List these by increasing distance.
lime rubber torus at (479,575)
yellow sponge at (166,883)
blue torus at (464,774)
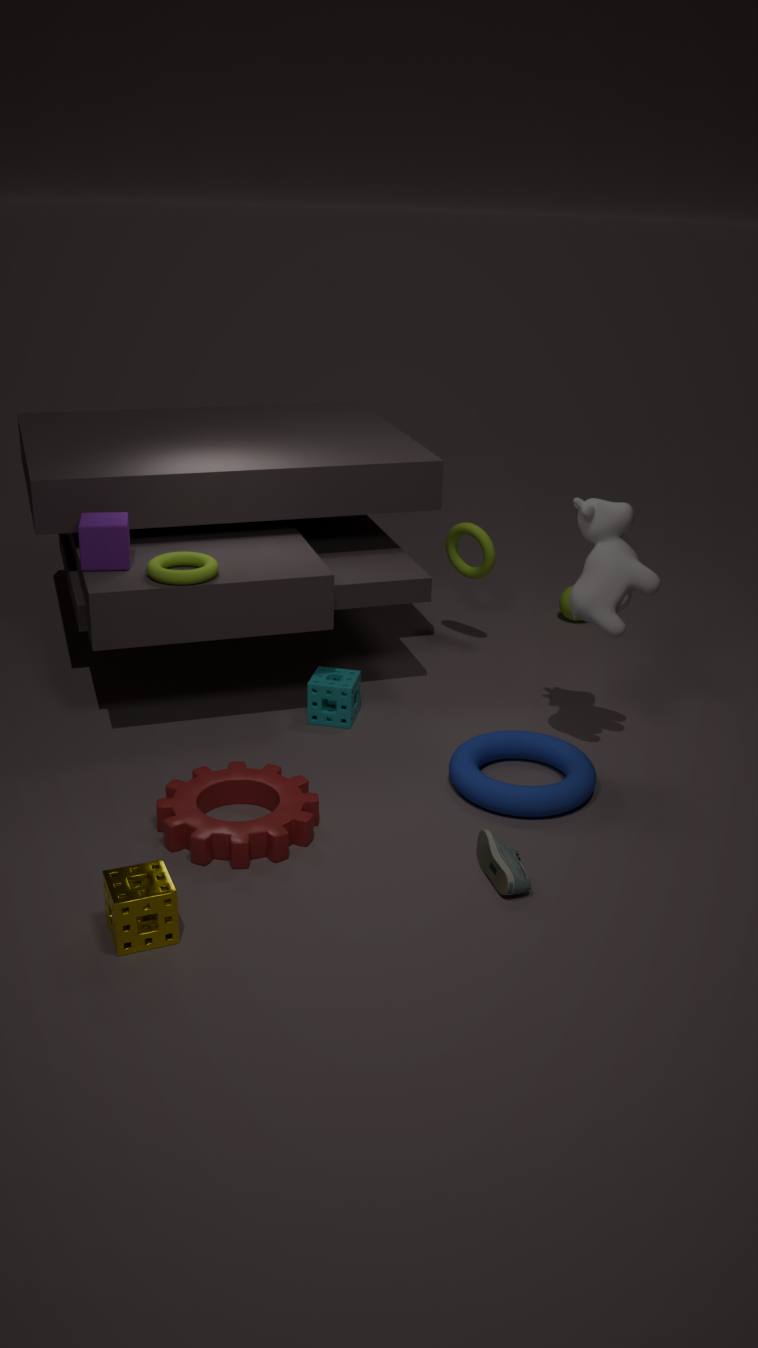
yellow sponge at (166,883) → blue torus at (464,774) → lime rubber torus at (479,575)
